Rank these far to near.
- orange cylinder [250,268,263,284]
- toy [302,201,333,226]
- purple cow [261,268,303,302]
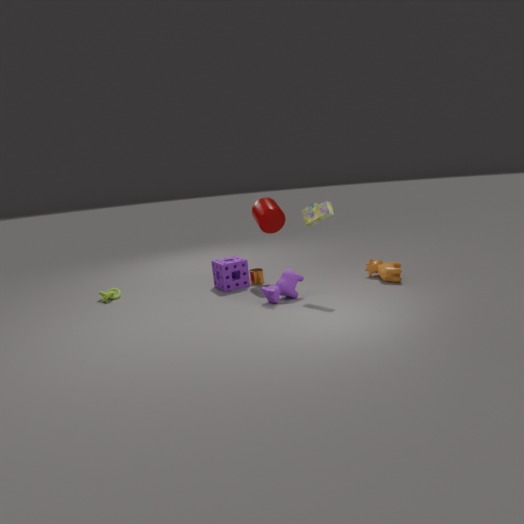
orange cylinder [250,268,263,284] < purple cow [261,268,303,302] < toy [302,201,333,226]
